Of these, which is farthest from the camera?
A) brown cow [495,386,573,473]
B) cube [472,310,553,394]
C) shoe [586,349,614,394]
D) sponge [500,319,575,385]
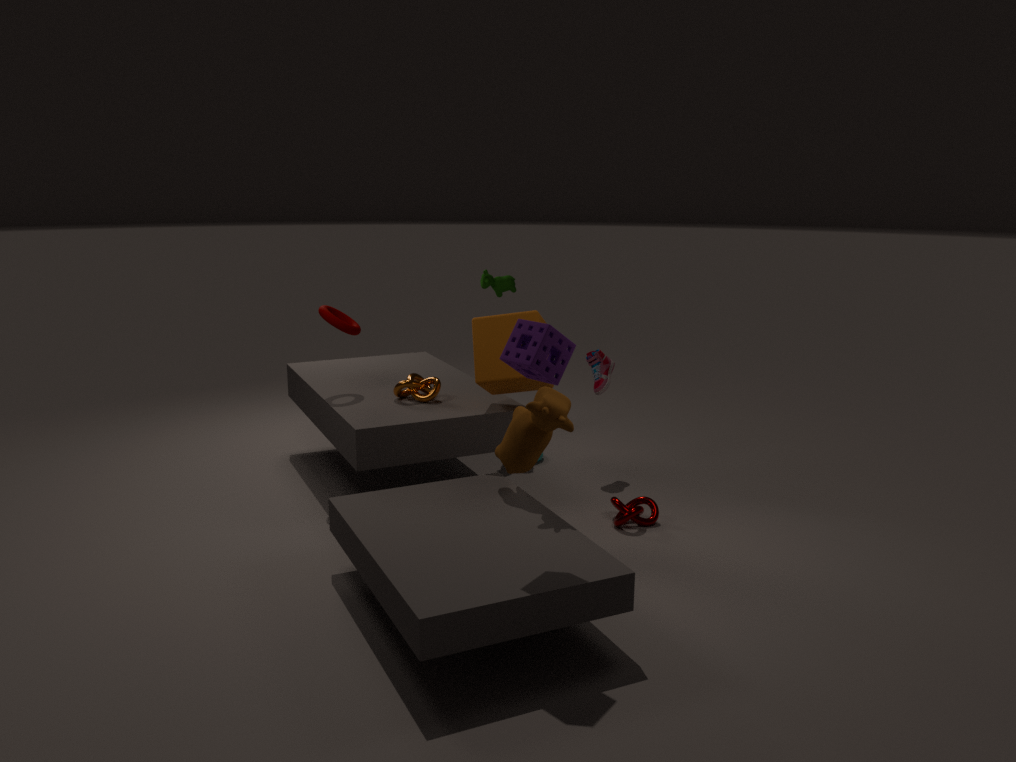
shoe [586,349,614,394]
